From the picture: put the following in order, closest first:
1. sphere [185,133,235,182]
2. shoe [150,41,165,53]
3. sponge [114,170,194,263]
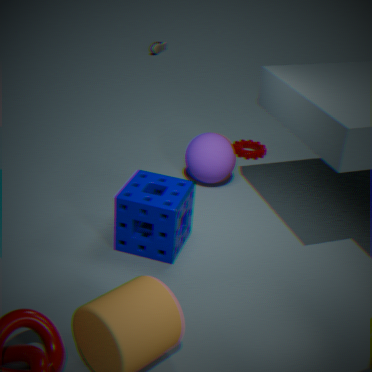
sponge [114,170,194,263], sphere [185,133,235,182], shoe [150,41,165,53]
